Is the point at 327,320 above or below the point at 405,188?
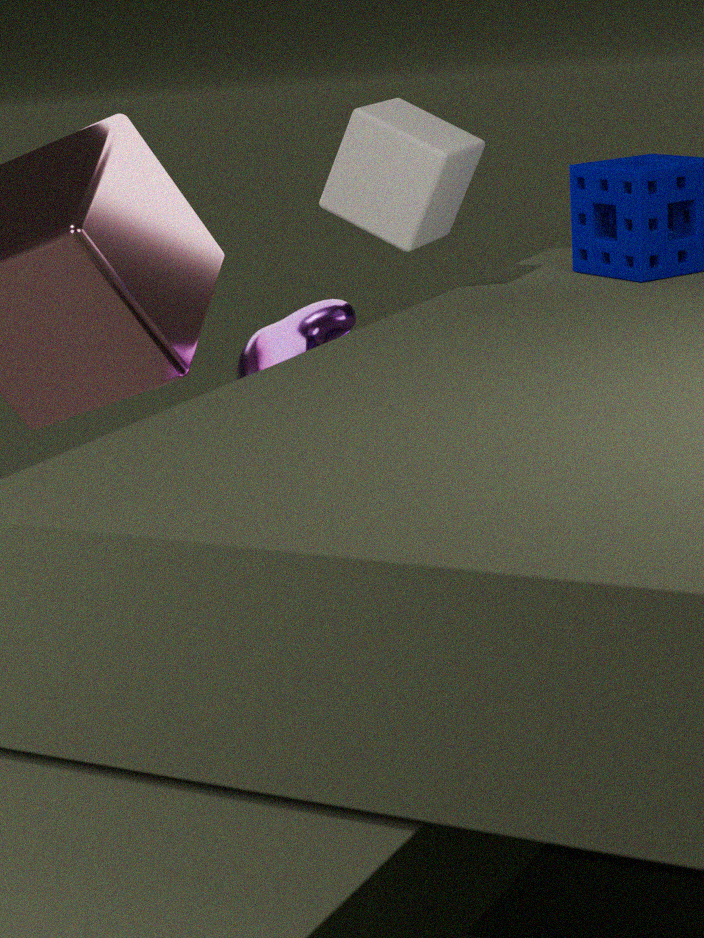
below
